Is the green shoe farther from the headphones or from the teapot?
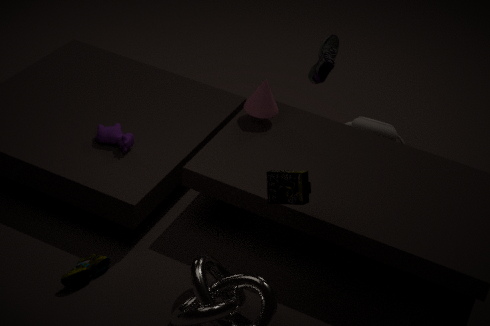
the teapot
